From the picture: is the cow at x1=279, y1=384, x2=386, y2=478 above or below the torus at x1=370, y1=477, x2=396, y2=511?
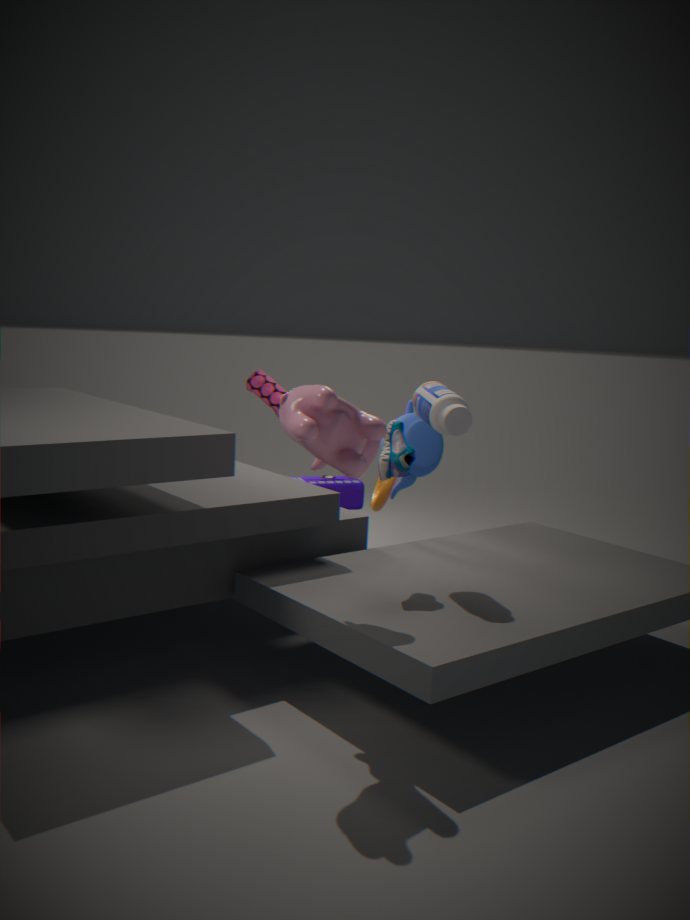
above
